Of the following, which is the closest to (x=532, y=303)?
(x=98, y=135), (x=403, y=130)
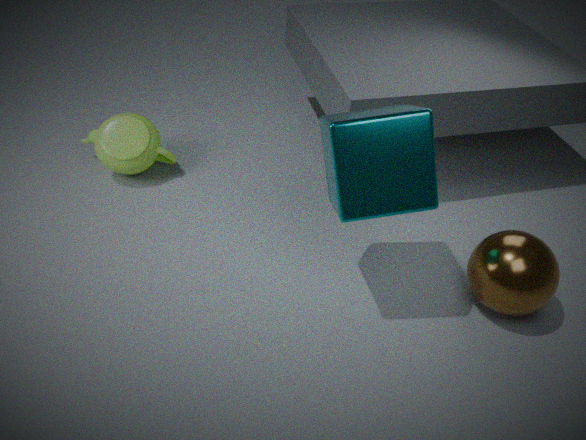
(x=403, y=130)
